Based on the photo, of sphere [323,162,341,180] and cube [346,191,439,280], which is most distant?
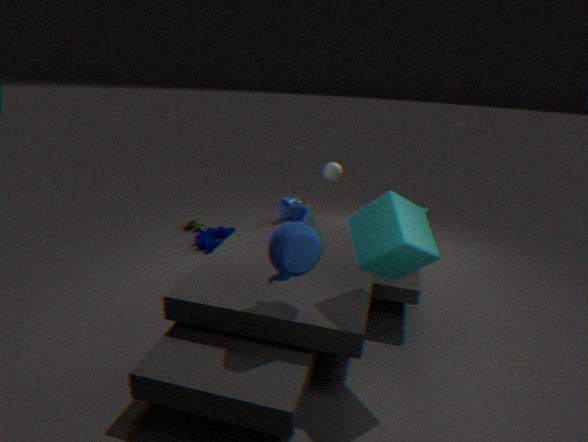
sphere [323,162,341,180]
